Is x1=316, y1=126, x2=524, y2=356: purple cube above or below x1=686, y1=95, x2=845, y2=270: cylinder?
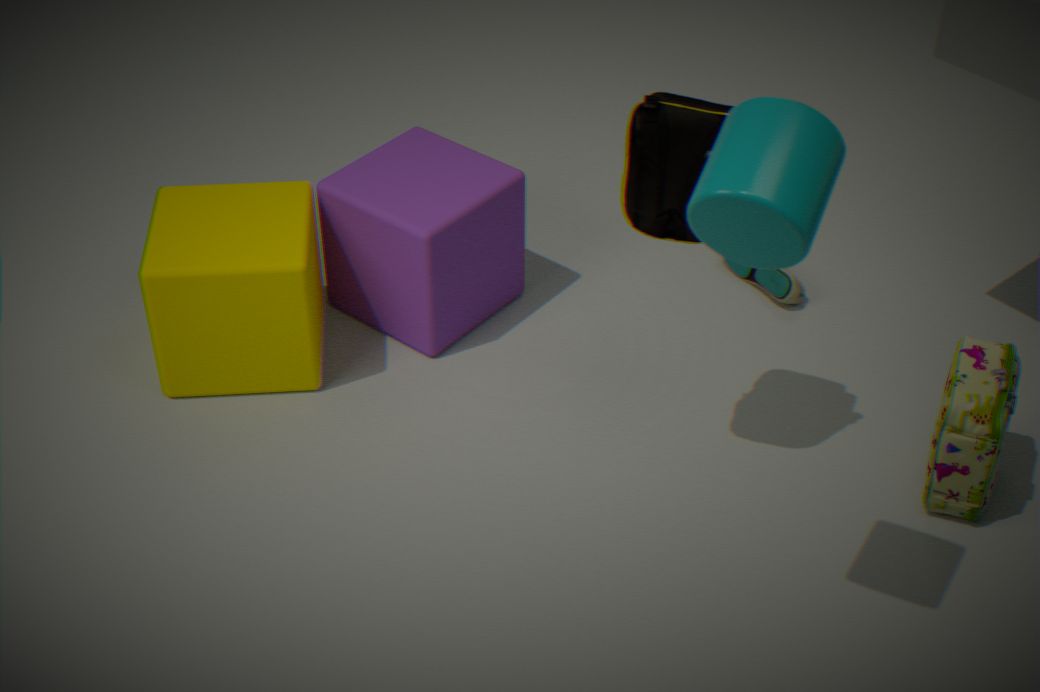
below
